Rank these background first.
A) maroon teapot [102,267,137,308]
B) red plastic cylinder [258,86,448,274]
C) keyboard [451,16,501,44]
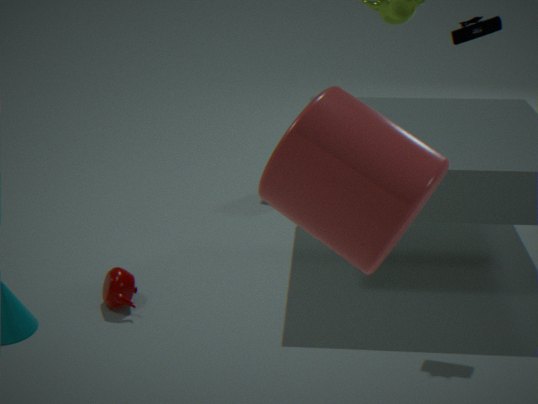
1. maroon teapot [102,267,137,308]
2. keyboard [451,16,501,44]
3. red plastic cylinder [258,86,448,274]
